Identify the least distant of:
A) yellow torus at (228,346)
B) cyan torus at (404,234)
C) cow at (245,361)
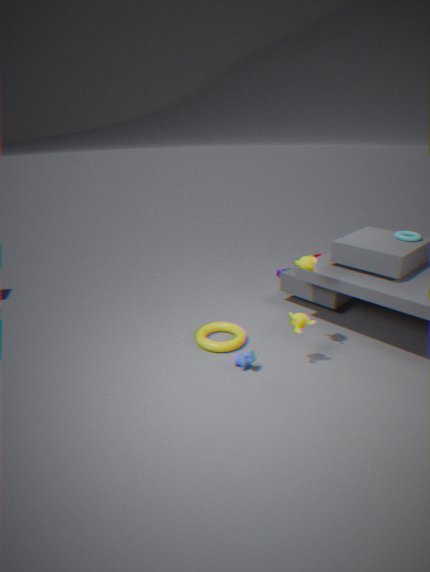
cow at (245,361)
